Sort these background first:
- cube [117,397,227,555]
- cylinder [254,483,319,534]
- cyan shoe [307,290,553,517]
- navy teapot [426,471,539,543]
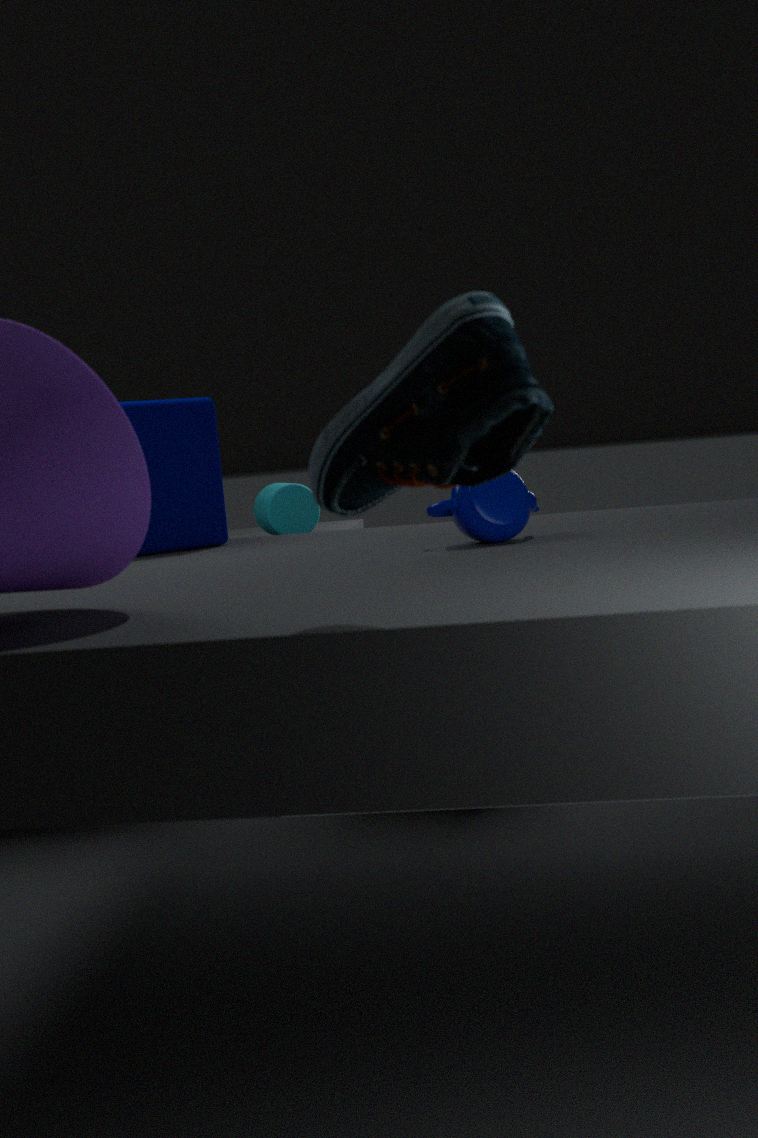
cylinder [254,483,319,534] < cube [117,397,227,555] < navy teapot [426,471,539,543] < cyan shoe [307,290,553,517]
